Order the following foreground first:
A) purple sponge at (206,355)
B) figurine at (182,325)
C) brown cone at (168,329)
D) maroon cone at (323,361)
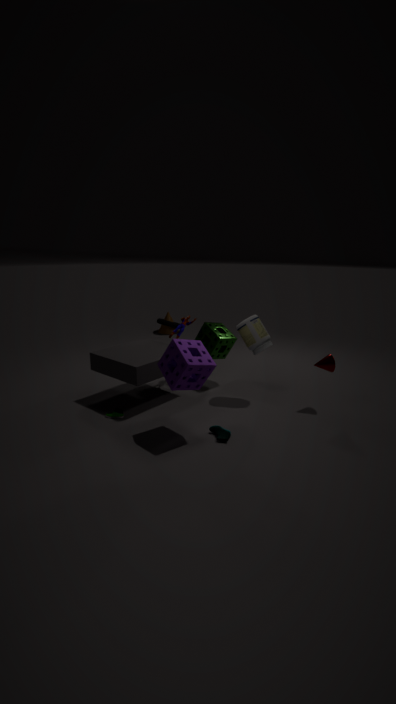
purple sponge at (206,355) → maroon cone at (323,361) → figurine at (182,325) → brown cone at (168,329)
